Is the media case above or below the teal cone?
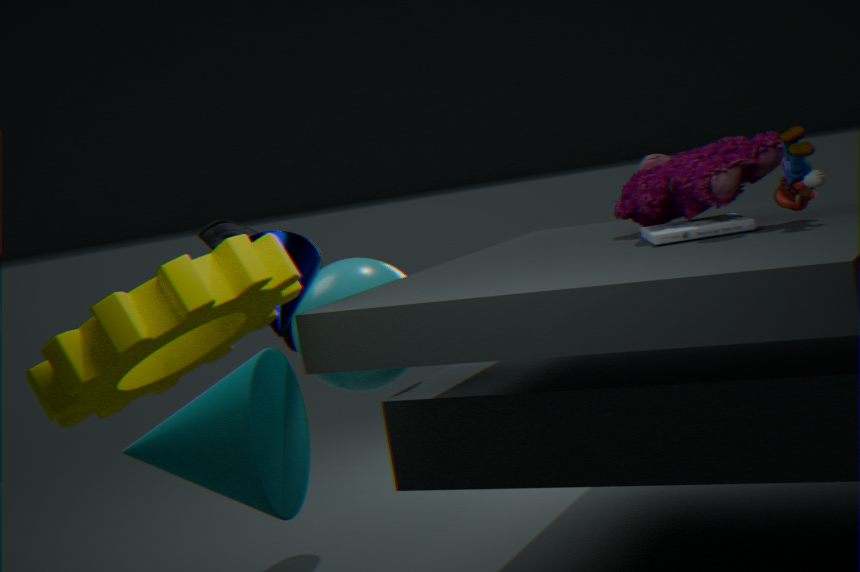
above
